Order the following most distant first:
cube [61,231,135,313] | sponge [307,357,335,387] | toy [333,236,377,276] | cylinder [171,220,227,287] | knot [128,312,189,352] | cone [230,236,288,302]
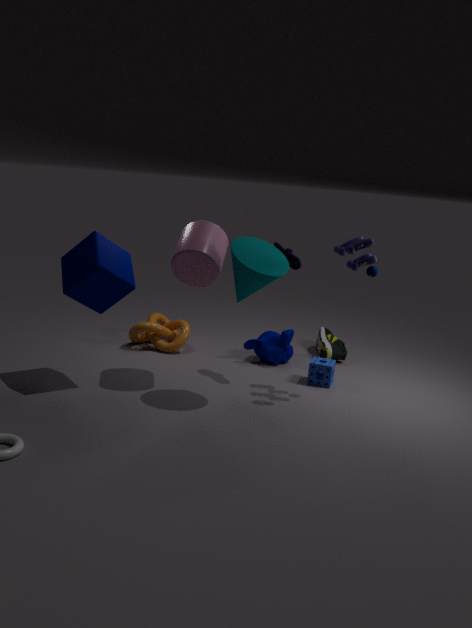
knot [128,312,189,352], sponge [307,357,335,387], cylinder [171,220,227,287], toy [333,236,377,276], cube [61,231,135,313], cone [230,236,288,302]
